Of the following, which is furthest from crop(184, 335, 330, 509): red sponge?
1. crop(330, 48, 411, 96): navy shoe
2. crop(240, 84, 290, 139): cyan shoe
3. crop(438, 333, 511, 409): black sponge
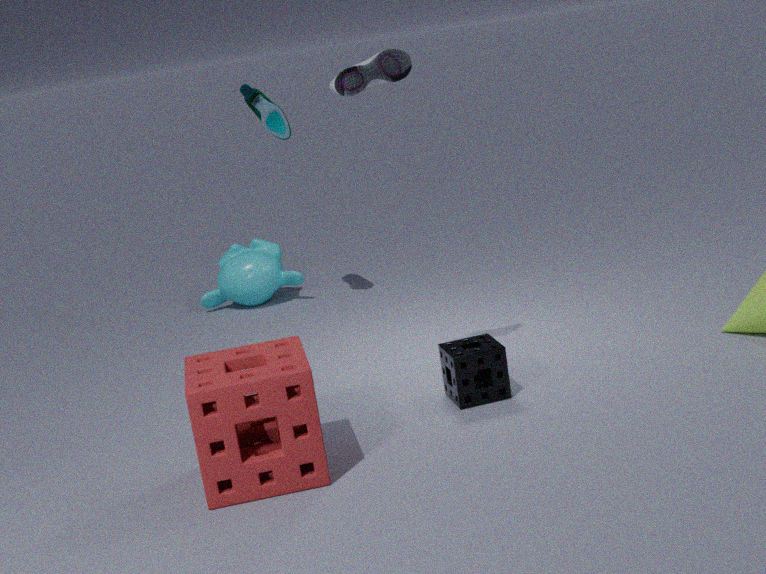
crop(240, 84, 290, 139): cyan shoe
